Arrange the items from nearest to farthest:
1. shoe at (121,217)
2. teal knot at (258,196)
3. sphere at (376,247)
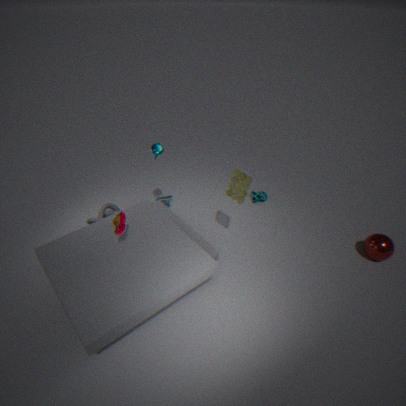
1. shoe at (121,217)
2. sphere at (376,247)
3. teal knot at (258,196)
